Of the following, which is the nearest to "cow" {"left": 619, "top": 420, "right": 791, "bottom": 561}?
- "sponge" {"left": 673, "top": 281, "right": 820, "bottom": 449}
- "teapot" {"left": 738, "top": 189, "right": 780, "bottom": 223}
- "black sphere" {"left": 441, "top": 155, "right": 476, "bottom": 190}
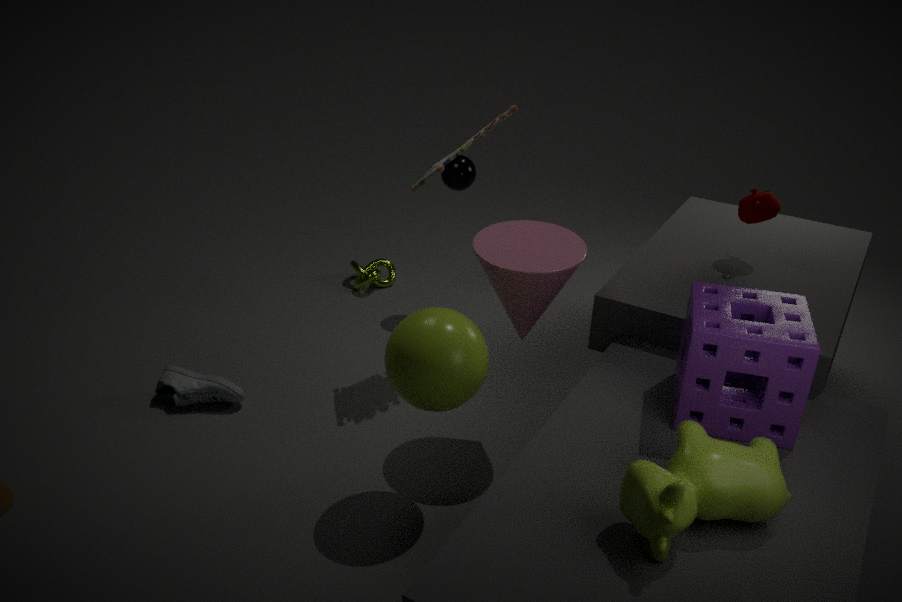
"sponge" {"left": 673, "top": 281, "right": 820, "bottom": 449}
